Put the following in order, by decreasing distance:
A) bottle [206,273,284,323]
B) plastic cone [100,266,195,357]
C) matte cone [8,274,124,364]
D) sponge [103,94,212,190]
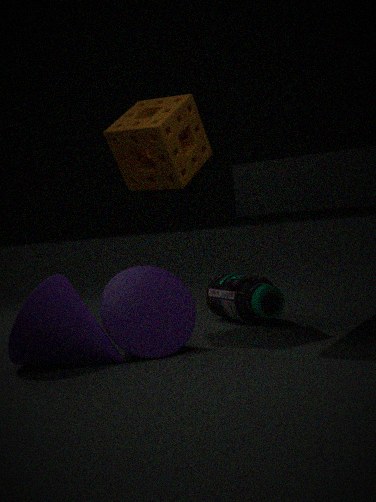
bottle [206,273,284,323], sponge [103,94,212,190], plastic cone [100,266,195,357], matte cone [8,274,124,364]
